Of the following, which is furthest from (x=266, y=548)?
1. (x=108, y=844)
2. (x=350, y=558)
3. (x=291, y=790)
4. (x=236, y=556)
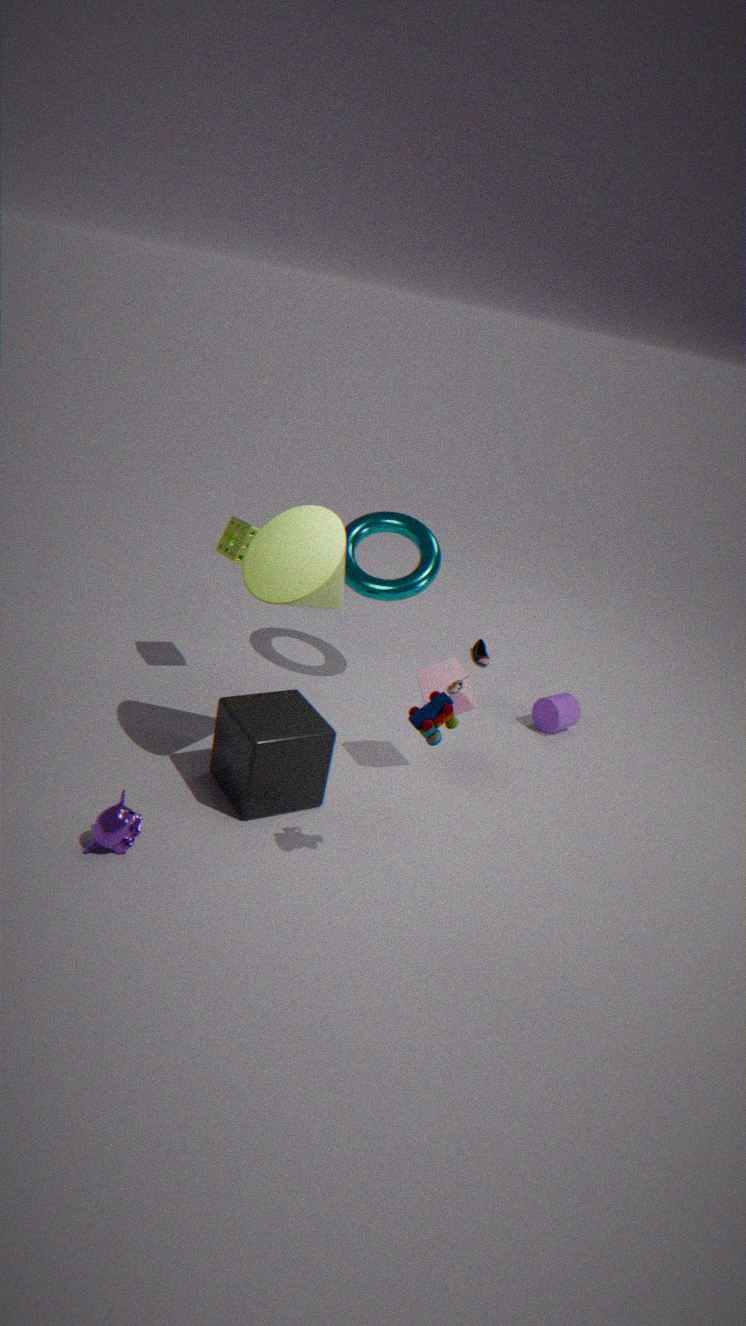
(x=108, y=844)
